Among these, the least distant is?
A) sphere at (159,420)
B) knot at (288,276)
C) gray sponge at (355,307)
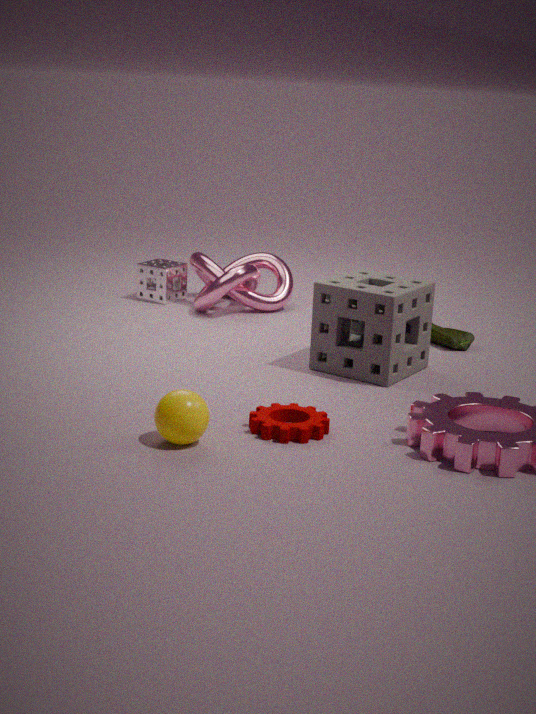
sphere at (159,420)
